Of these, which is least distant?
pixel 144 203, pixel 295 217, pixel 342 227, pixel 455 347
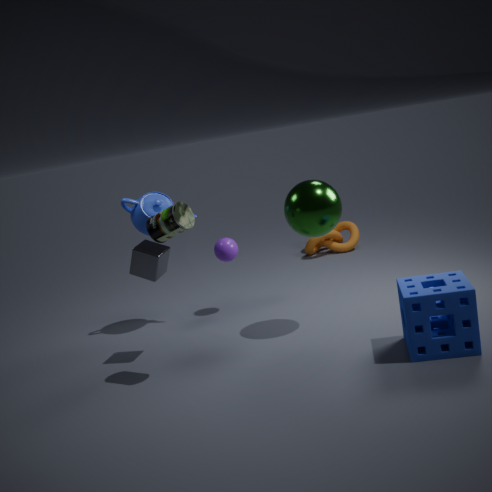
pixel 455 347
